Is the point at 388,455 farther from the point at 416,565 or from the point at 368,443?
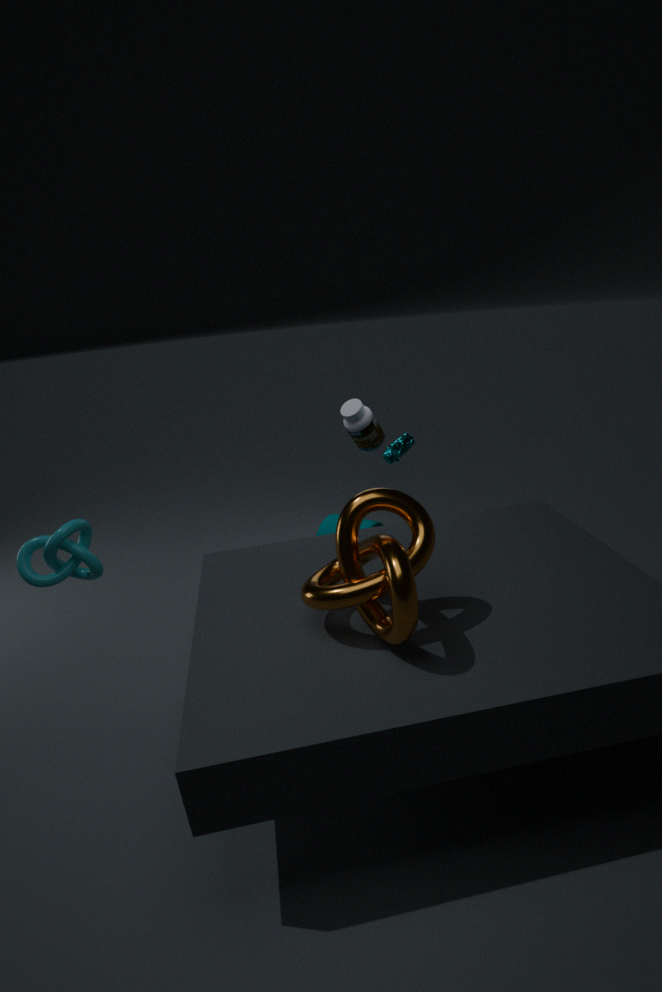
the point at 416,565
